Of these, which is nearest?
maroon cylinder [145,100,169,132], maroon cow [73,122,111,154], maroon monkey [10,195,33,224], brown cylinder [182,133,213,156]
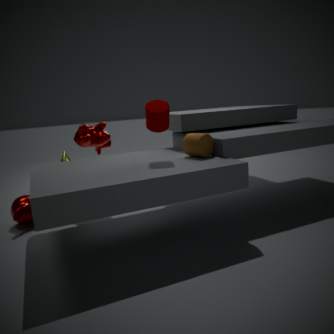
maroon cylinder [145,100,169,132]
